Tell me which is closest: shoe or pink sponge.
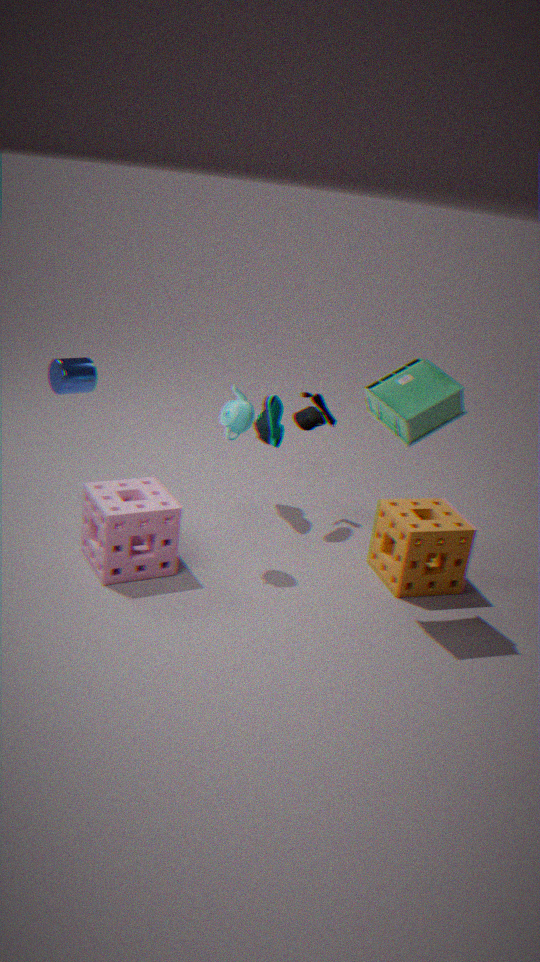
pink sponge
